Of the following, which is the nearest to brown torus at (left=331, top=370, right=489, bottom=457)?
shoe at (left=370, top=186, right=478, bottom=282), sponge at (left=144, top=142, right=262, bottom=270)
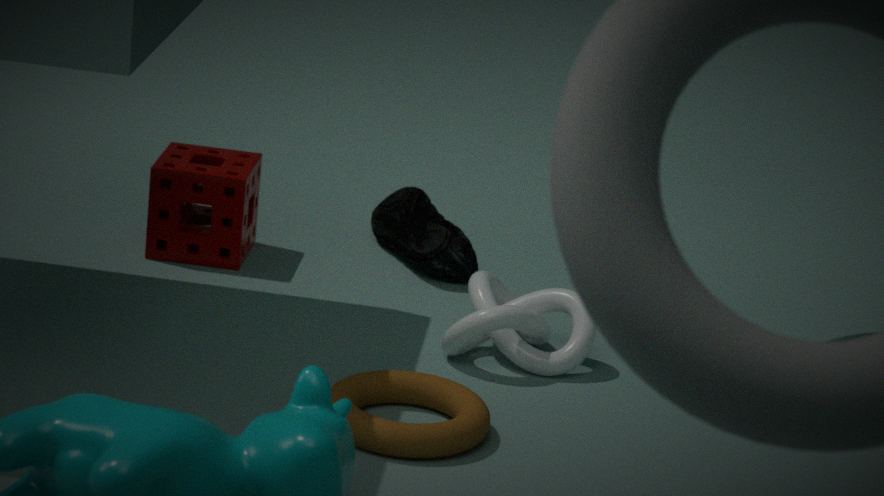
shoe at (left=370, top=186, right=478, bottom=282)
